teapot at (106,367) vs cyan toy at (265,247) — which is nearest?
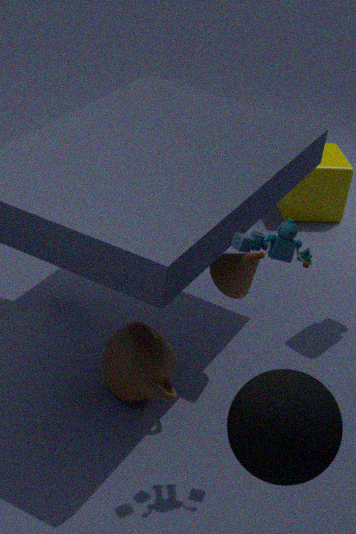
cyan toy at (265,247)
